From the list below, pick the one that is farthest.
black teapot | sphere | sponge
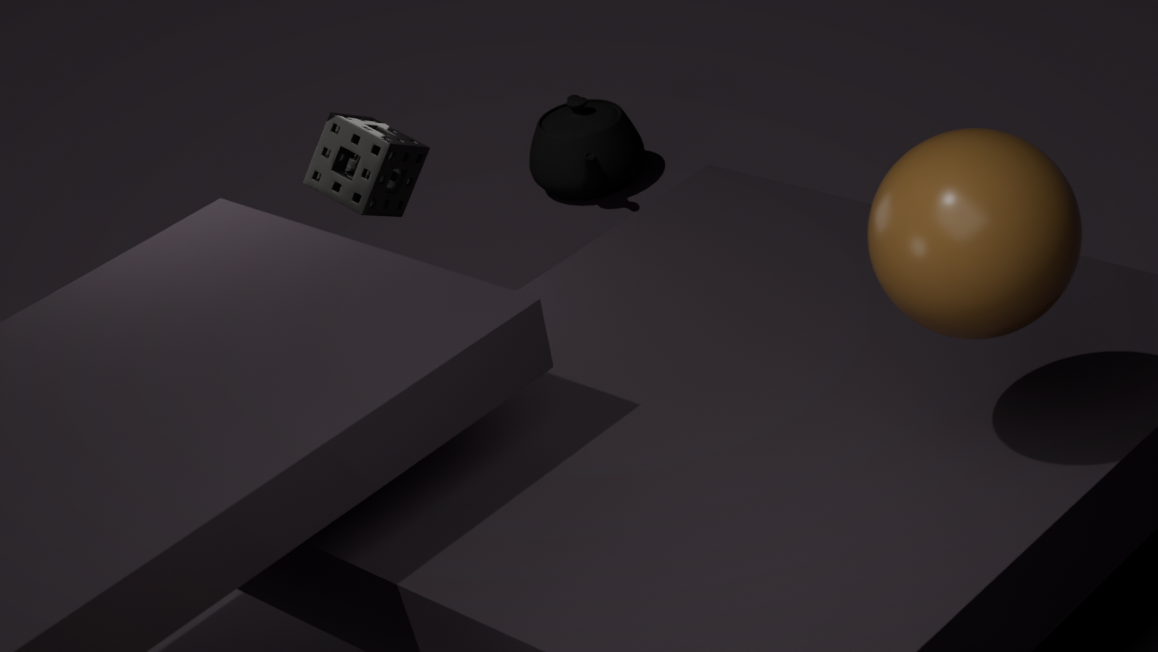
black teapot
